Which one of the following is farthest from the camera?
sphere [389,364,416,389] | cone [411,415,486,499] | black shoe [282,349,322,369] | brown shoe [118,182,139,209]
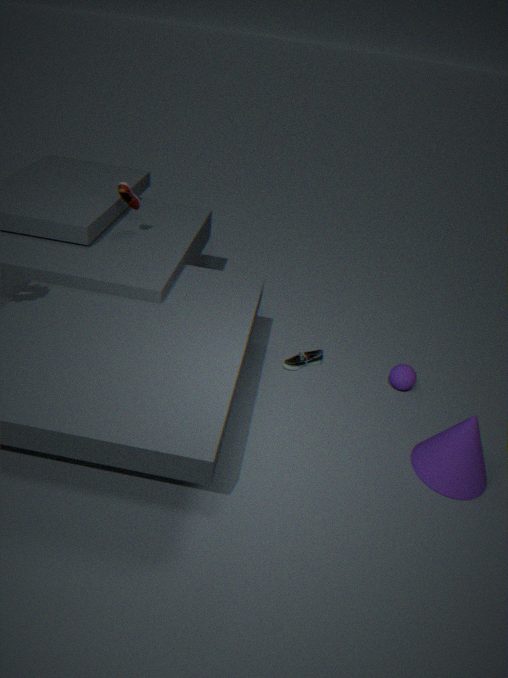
black shoe [282,349,322,369]
